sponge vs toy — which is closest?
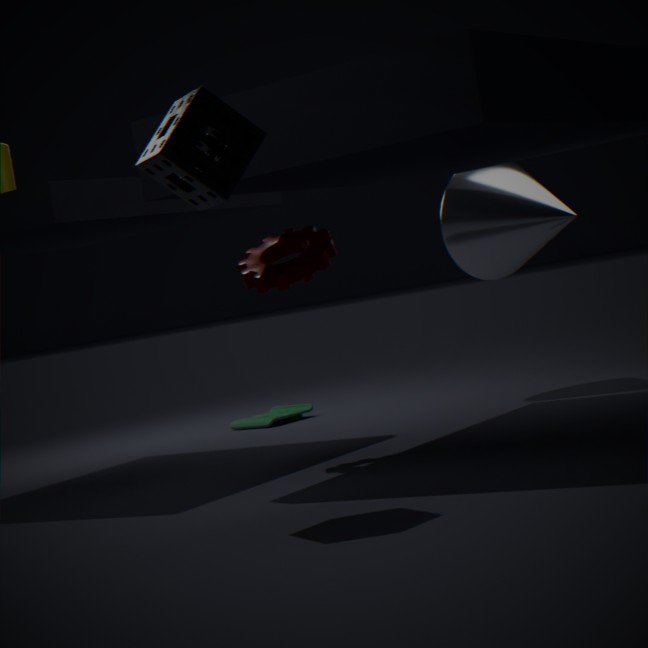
sponge
